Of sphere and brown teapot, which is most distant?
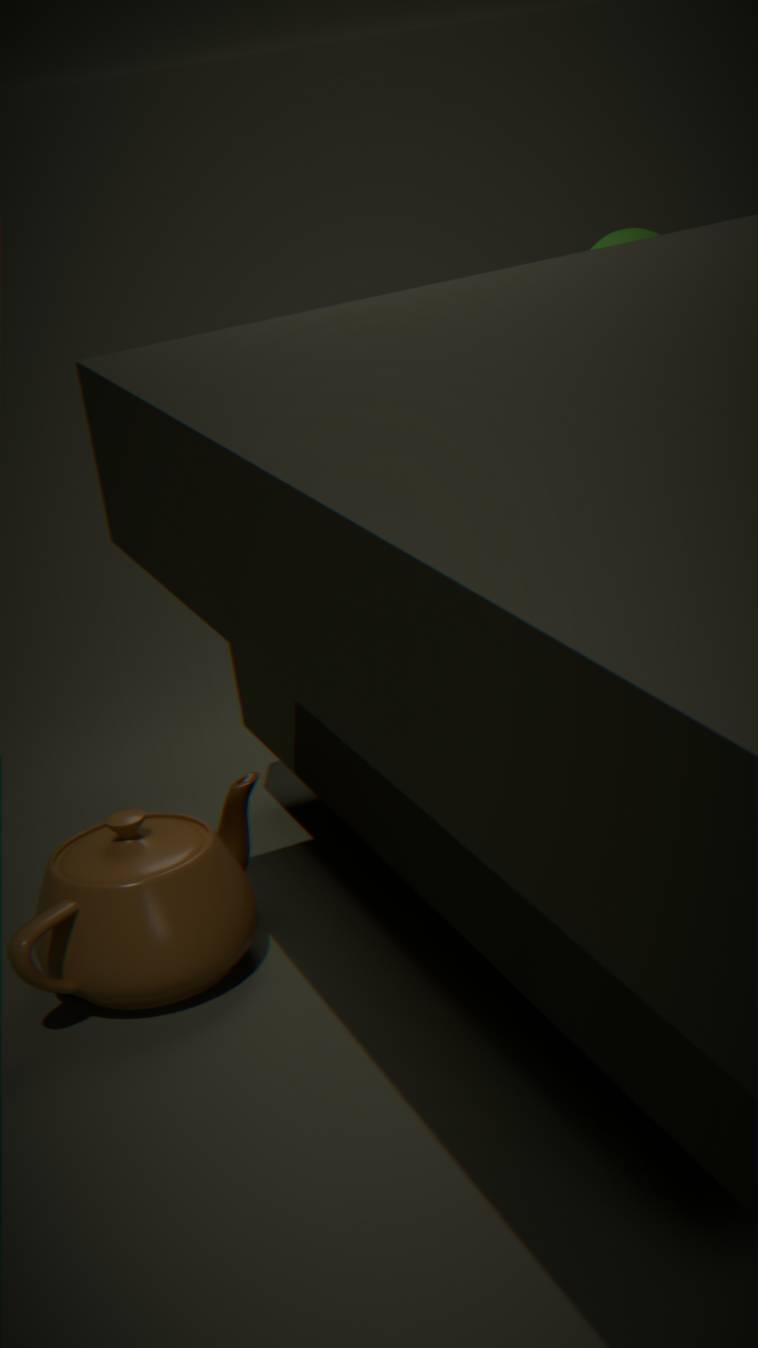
sphere
